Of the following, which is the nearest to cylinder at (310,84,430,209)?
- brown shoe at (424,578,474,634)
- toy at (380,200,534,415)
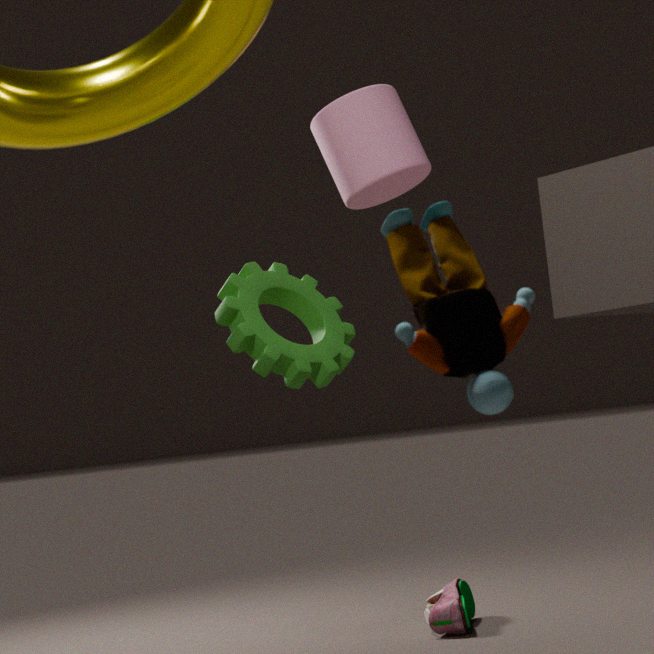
brown shoe at (424,578,474,634)
